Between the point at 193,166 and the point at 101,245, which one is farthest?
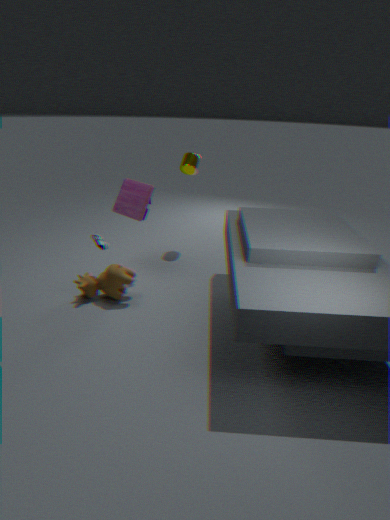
the point at 193,166
